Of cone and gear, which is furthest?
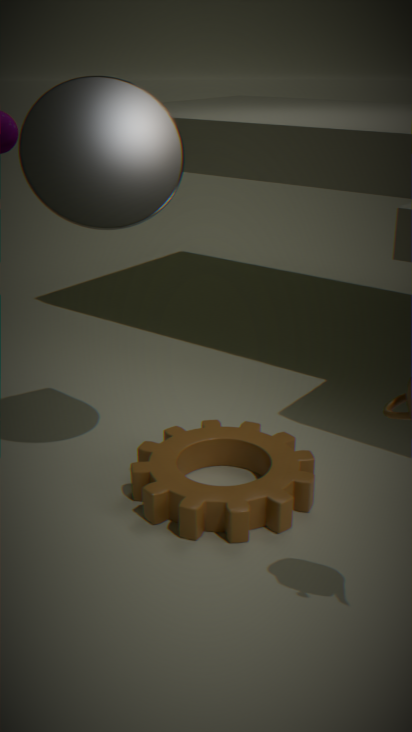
gear
